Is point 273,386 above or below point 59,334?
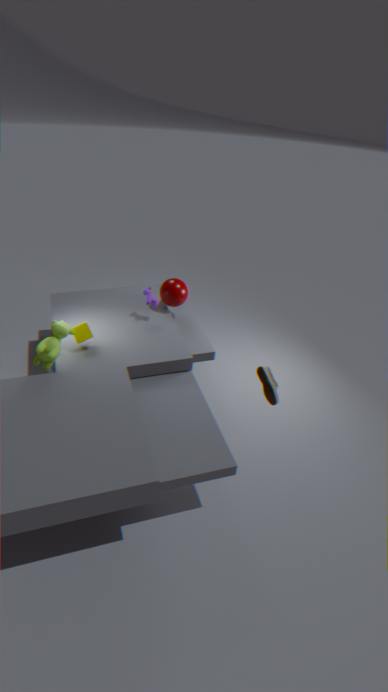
above
